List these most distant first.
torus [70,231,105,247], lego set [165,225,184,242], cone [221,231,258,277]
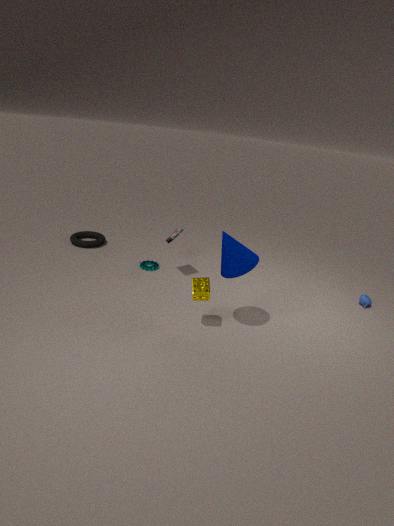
torus [70,231,105,247] < lego set [165,225,184,242] < cone [221,231,258,277]
